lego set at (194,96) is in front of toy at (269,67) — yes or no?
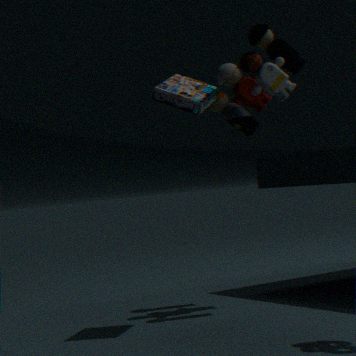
Yes
